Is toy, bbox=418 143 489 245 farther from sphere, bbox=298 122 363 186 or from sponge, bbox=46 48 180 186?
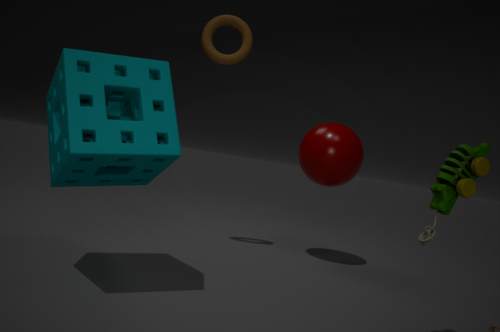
sphere, bbox=298 122 363 186
